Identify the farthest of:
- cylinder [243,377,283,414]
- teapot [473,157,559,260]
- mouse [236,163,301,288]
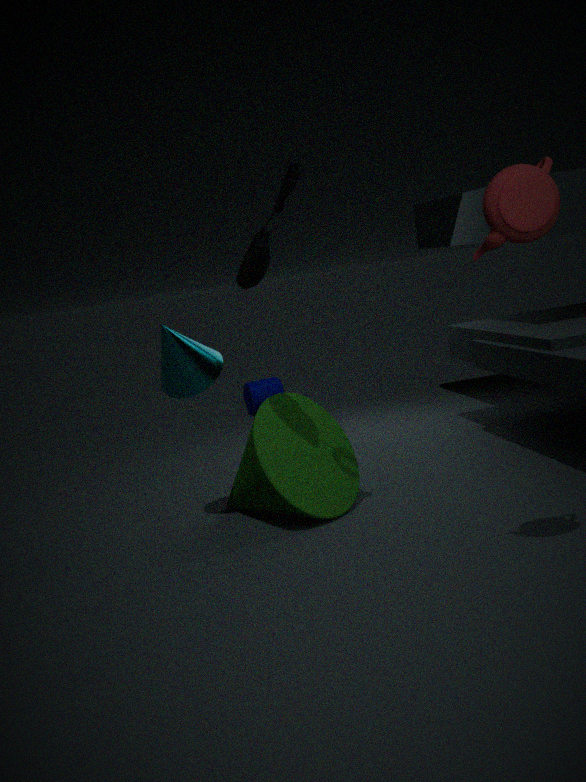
cylinder [243,377,283,414]
